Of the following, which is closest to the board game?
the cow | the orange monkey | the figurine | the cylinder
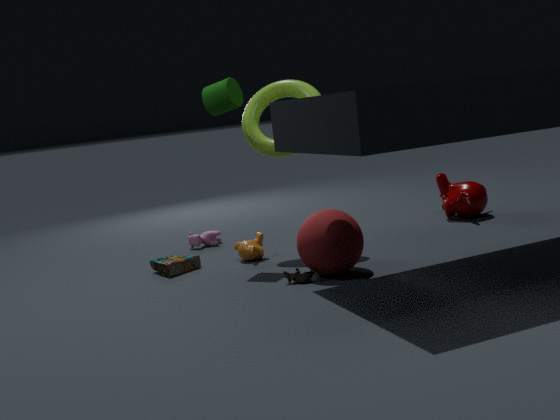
the orange monkey
